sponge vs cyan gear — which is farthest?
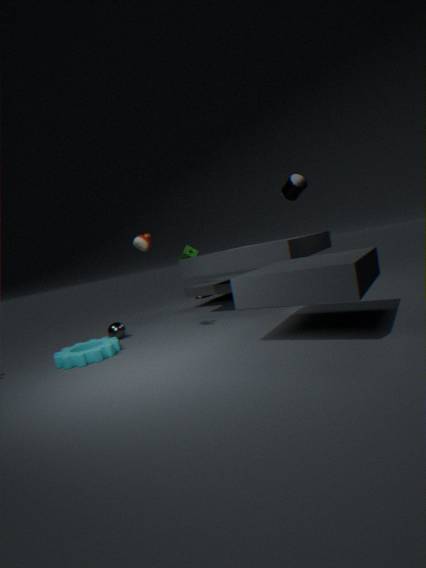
sponge
